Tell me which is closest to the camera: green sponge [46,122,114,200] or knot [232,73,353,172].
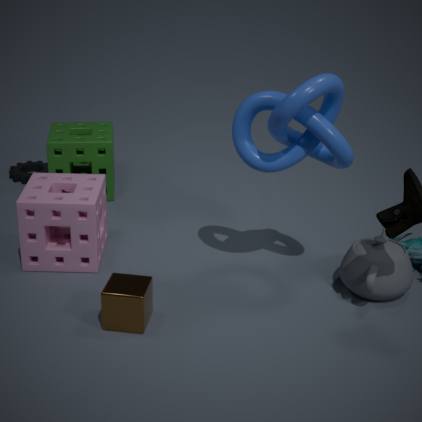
knot [232,73,353,172]
